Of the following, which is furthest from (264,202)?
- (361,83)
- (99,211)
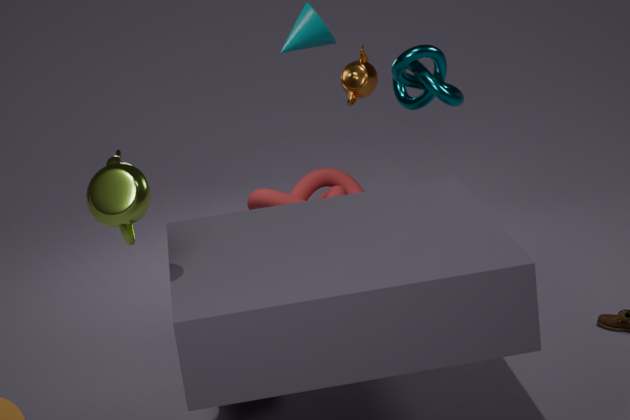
(99,211)
